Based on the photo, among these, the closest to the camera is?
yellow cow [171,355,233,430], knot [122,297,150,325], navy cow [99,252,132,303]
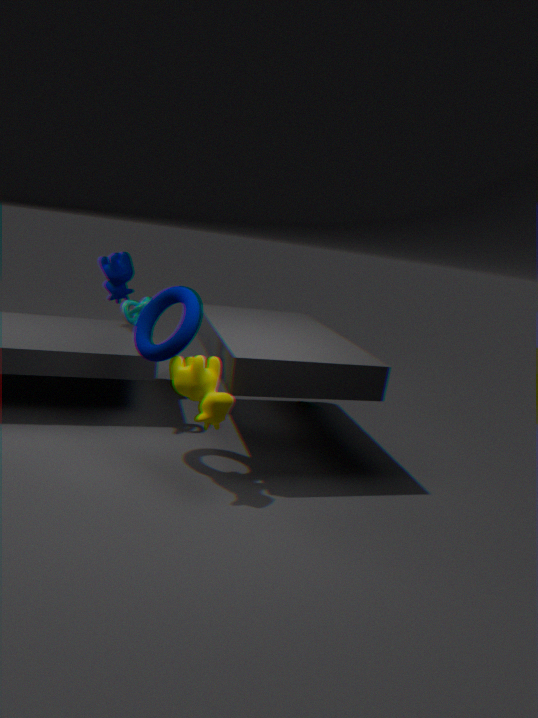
yellow cow [171,355,233,430]
